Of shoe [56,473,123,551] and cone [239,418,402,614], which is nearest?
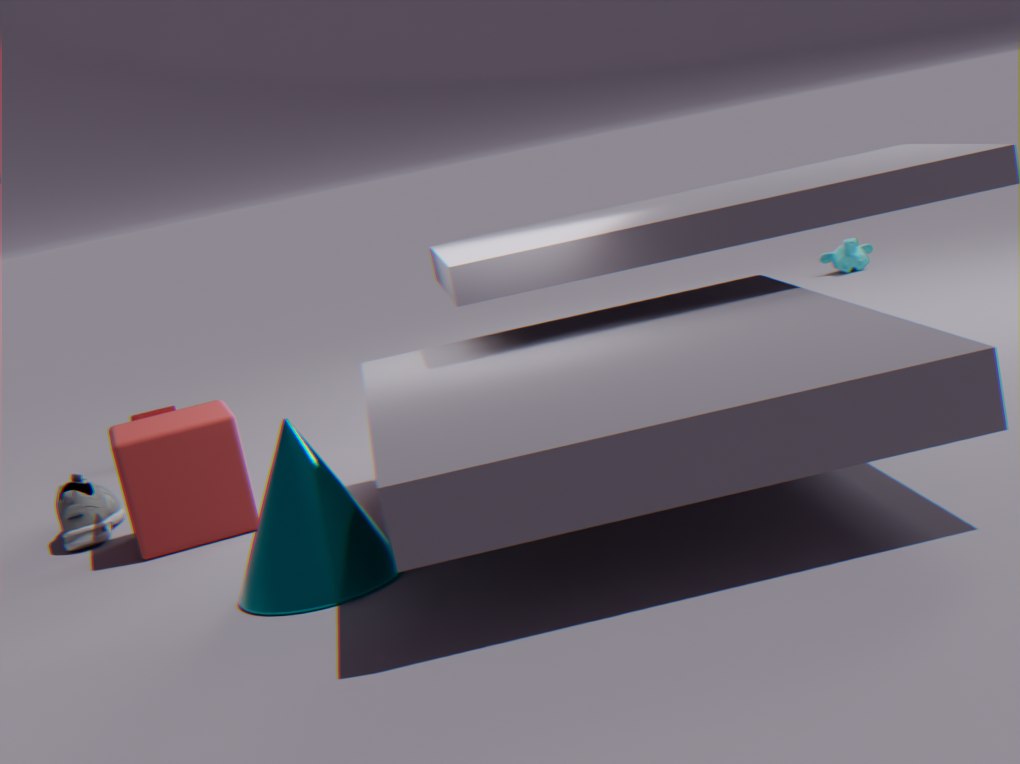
cone [239,418,402,614]
